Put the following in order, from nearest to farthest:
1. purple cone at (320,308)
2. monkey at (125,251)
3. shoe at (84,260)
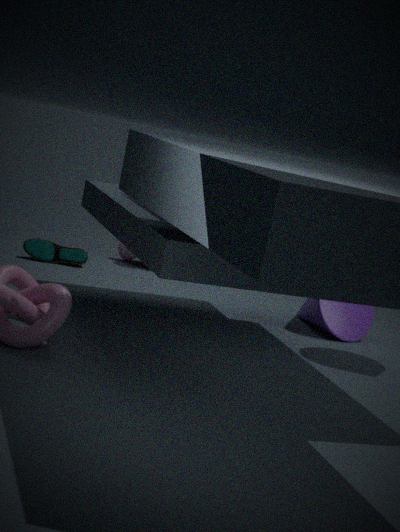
purple cone at (320,308) → shoe at (84,260) → monkey at (125,251)
